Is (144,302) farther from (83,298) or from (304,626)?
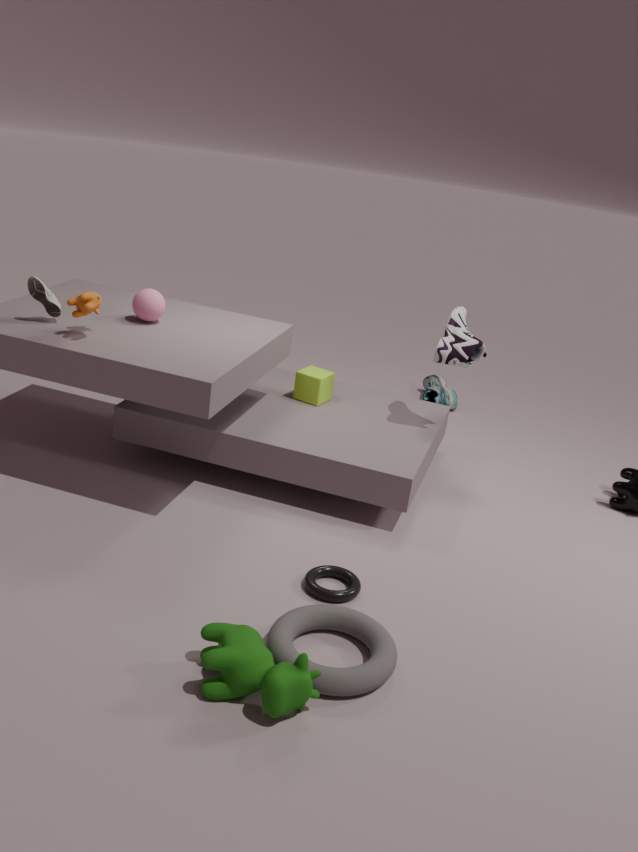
(304,626)
